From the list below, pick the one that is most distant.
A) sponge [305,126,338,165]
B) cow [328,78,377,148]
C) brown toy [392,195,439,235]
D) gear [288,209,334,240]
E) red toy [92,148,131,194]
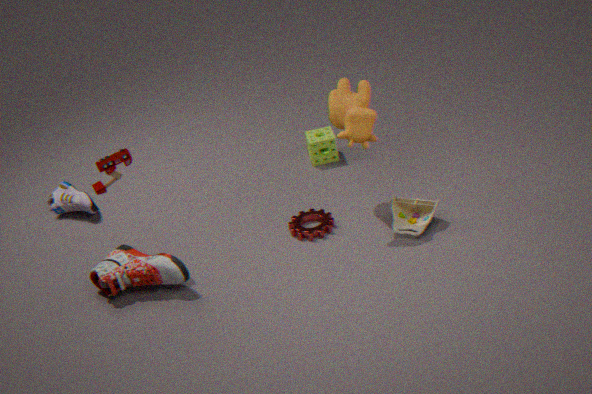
sponge [305,126,338,165]
